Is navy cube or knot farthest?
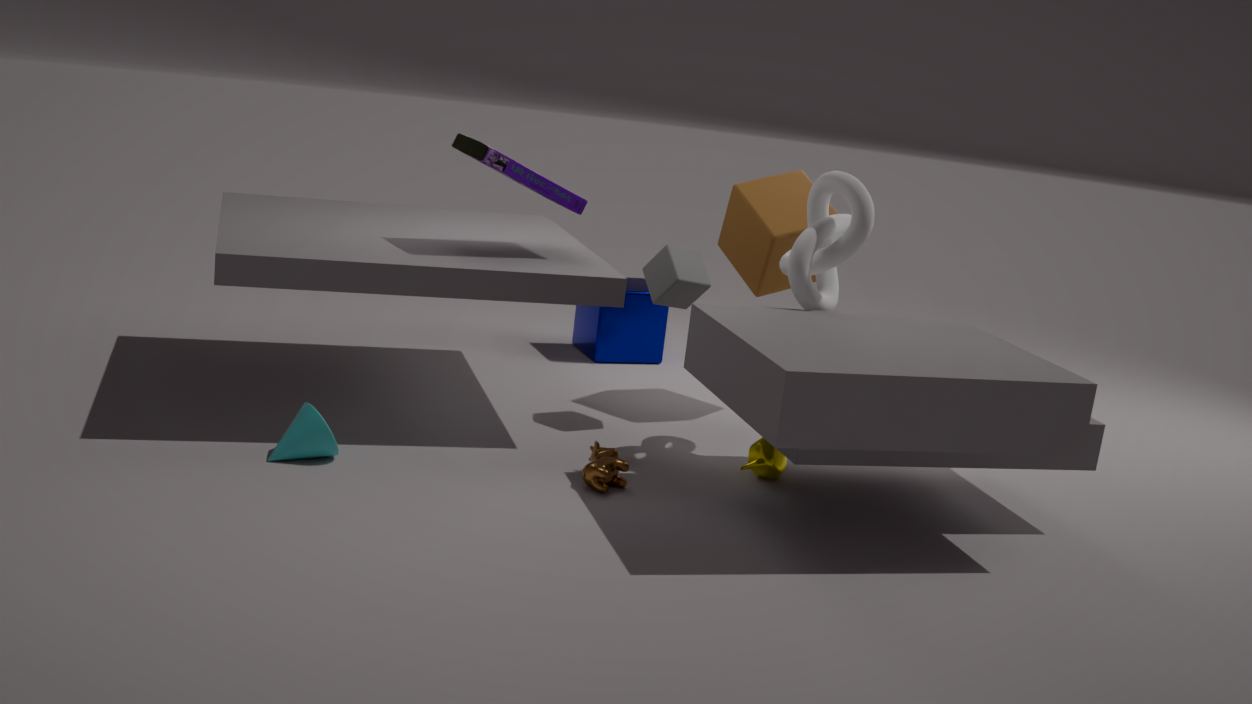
navy cube
